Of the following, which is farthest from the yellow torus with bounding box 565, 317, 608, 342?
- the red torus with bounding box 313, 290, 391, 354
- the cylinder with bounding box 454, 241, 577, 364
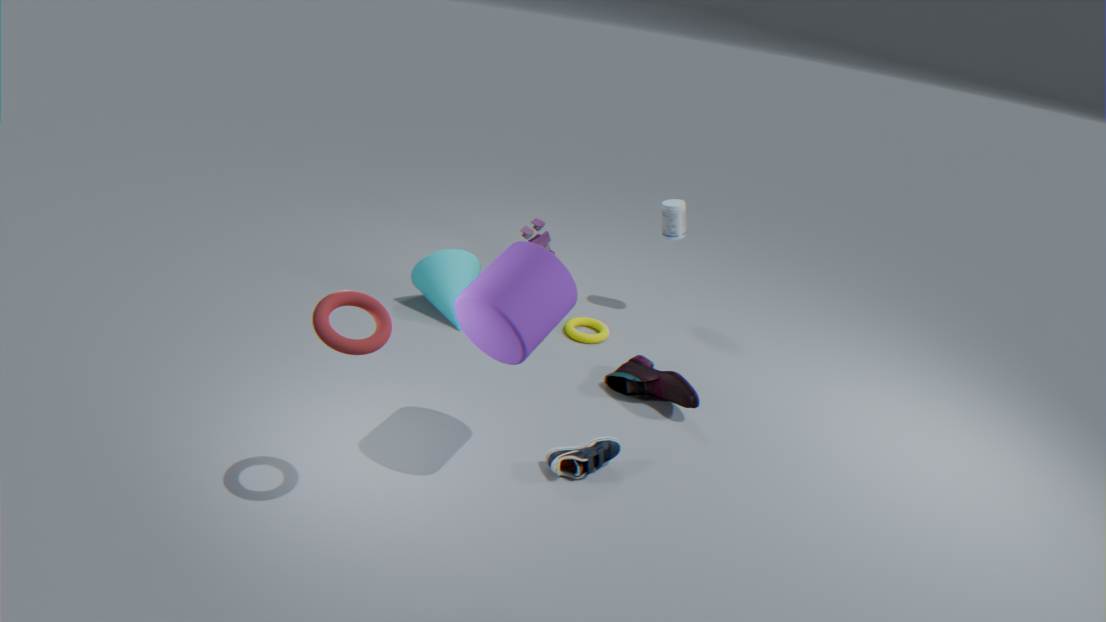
the red torus with bounding box 313, 290, 391, 354
